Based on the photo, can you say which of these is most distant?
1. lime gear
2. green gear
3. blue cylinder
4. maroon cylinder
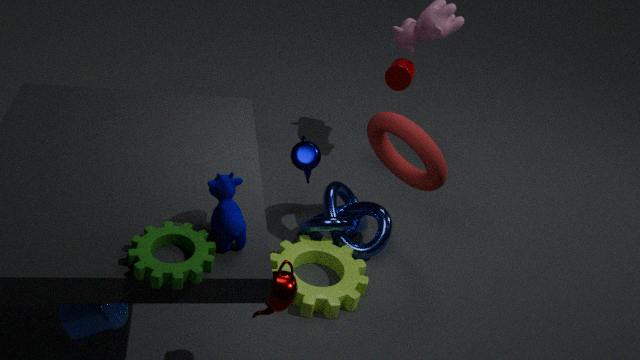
maroon cylinder
